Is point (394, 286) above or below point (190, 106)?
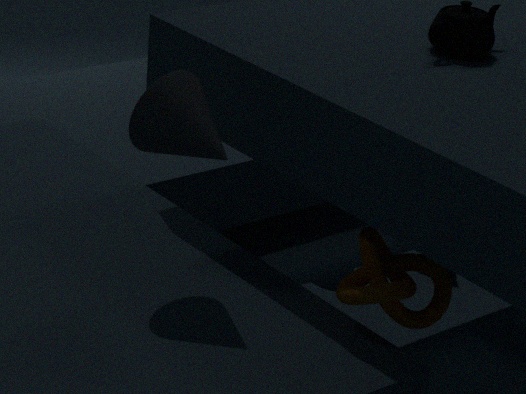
A: below
